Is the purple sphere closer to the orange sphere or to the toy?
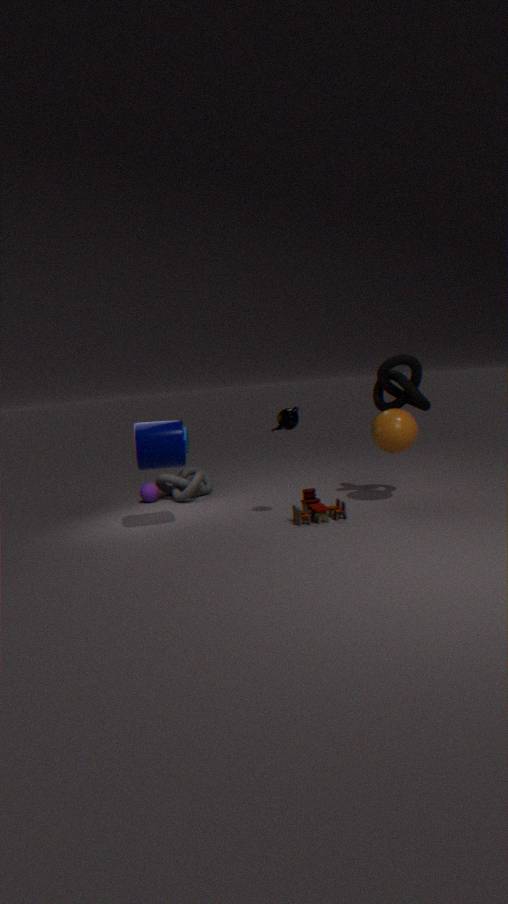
the toy
